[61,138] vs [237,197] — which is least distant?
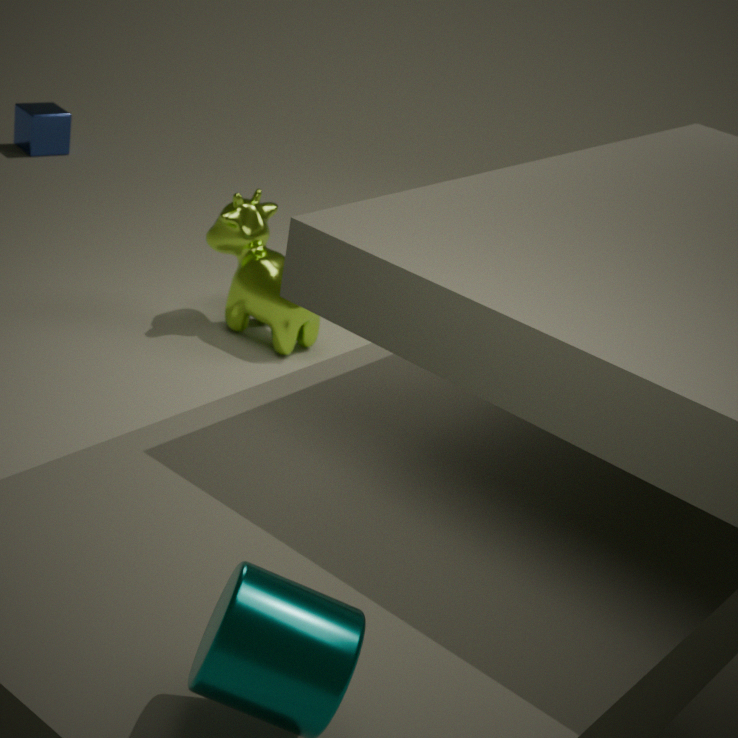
[237,197]
